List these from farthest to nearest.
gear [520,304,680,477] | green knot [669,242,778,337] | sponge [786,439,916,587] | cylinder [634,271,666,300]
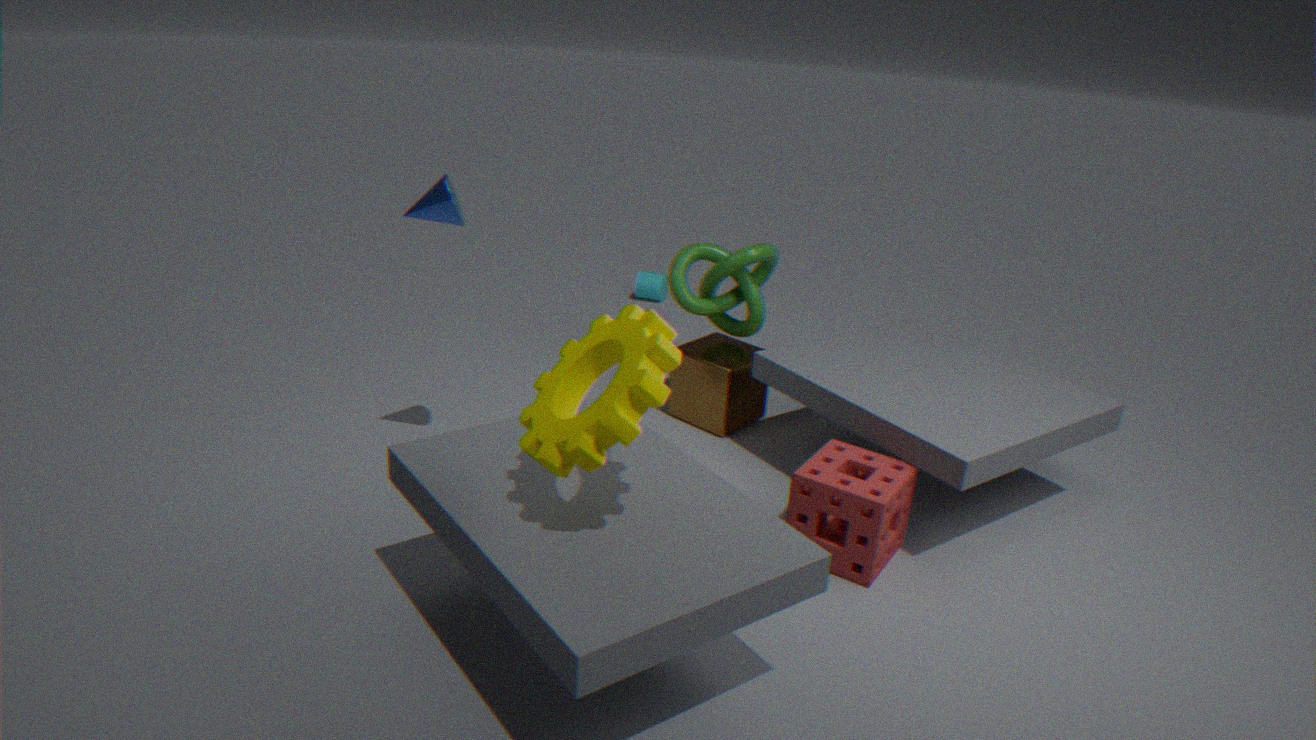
cylinder [634,271,666,300] → green knot [669,242,778,337] → sponge [786,439,916,587] → gear [520,304,680,477]
